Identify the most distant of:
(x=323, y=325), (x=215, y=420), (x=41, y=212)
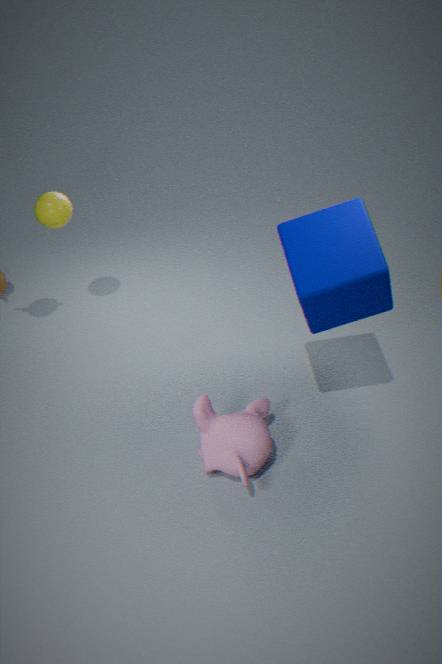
(x=41, y=212)
